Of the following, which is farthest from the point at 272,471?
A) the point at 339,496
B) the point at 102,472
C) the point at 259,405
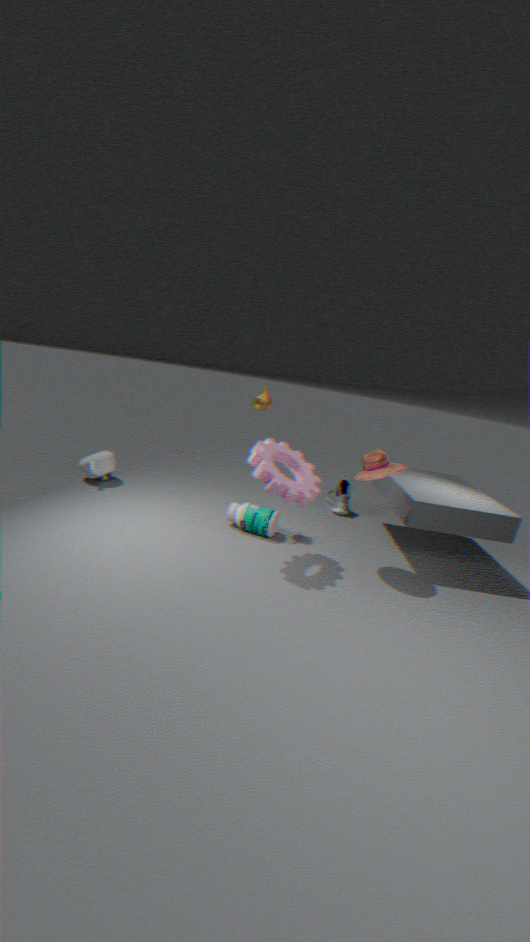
the point at 102,472
